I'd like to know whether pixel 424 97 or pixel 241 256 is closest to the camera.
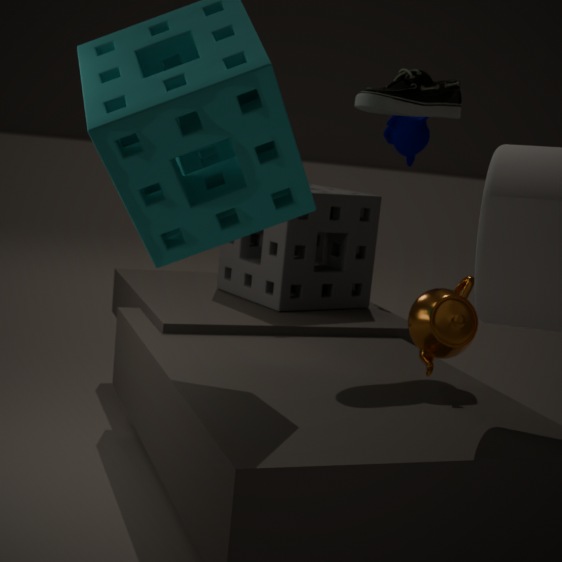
pixel 424 97
